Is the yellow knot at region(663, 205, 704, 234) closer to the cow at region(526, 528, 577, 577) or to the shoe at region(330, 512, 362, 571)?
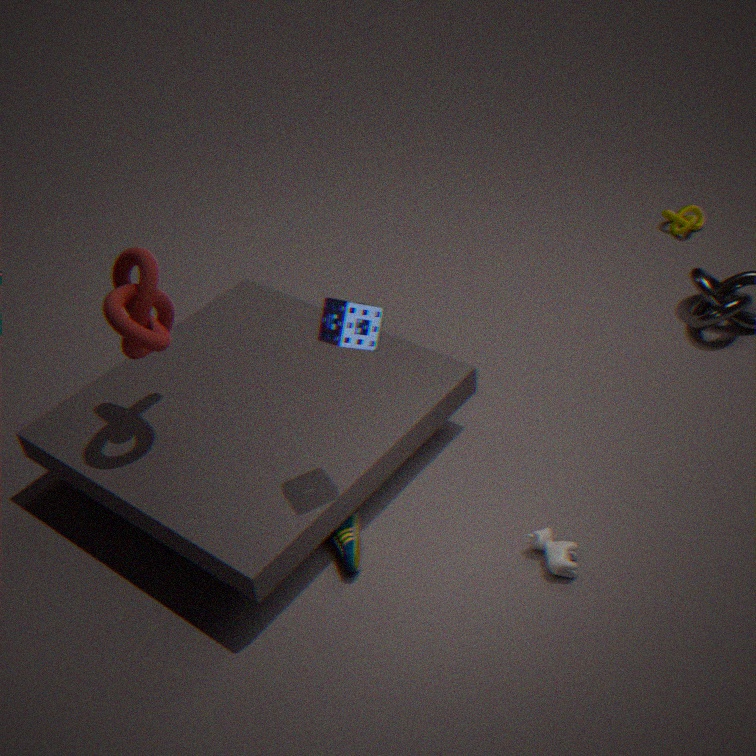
the cow at region(526, 528, 577, 577)
